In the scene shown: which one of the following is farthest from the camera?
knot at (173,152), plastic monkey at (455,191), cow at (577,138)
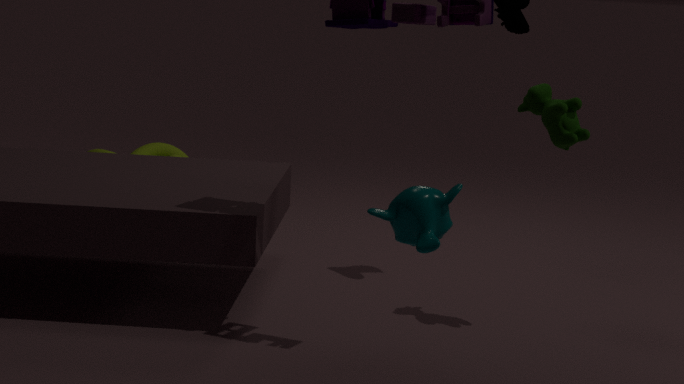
knot at (173,152)
